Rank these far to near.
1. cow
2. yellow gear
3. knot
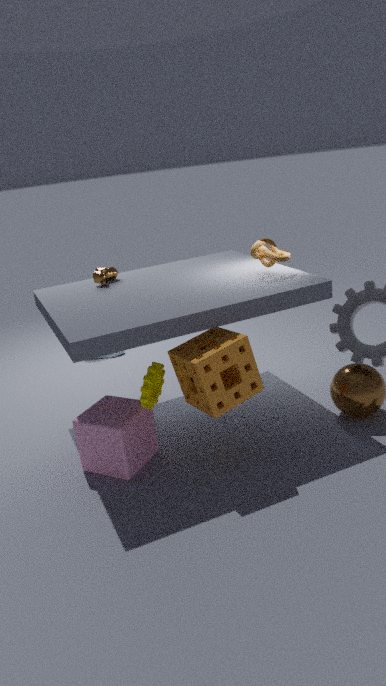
cow, knot, yellow gear
